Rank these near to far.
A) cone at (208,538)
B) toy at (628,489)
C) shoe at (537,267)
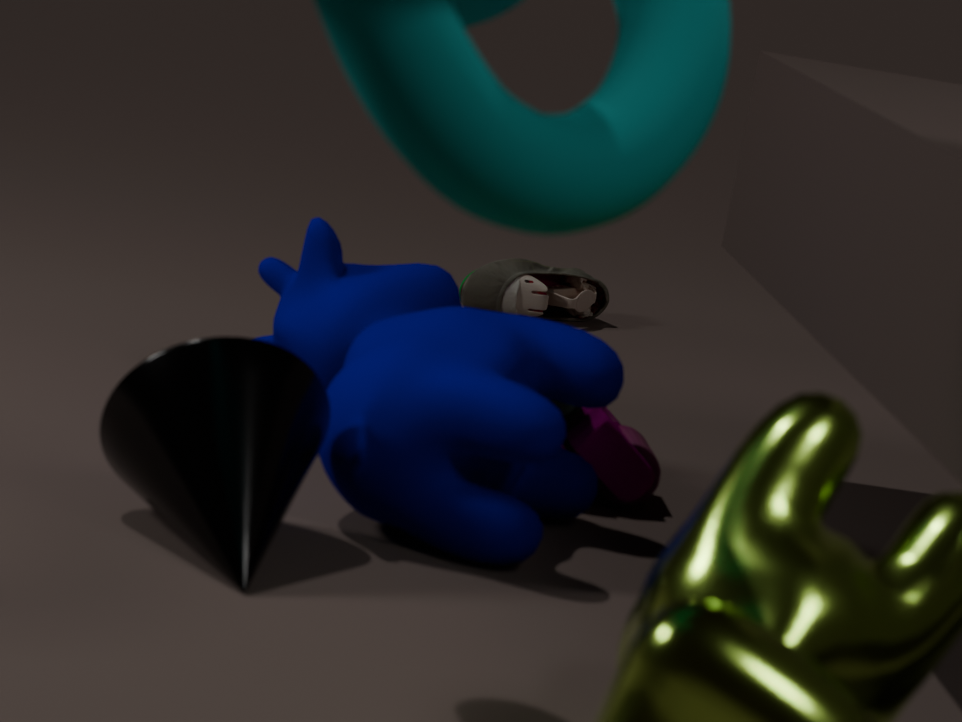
cone at (208,538)
toy at (628,489)
shoe at (537,267)
